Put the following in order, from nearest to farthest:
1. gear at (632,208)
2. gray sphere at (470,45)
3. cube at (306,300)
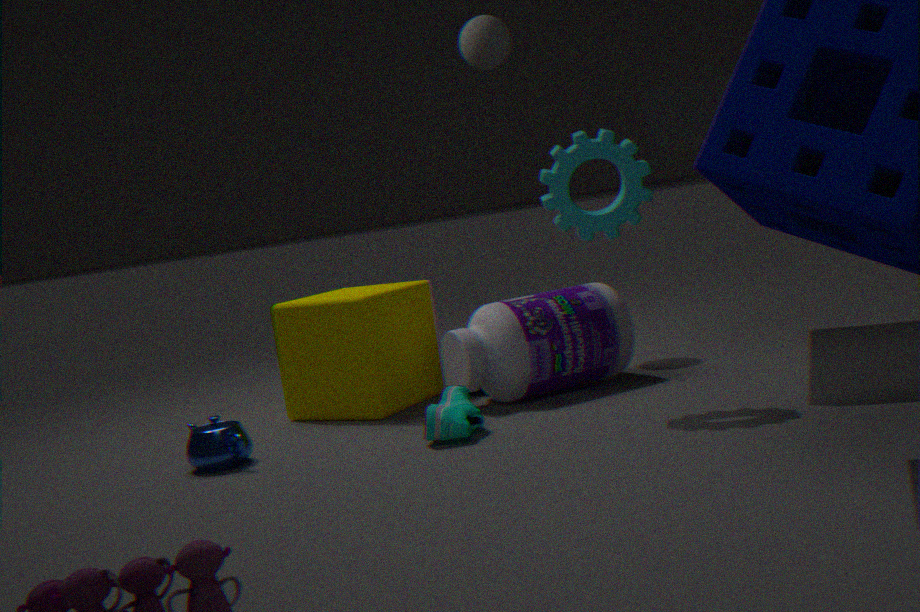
gear at (632,208), cube at (306,300), gray sphere at (470,45)
